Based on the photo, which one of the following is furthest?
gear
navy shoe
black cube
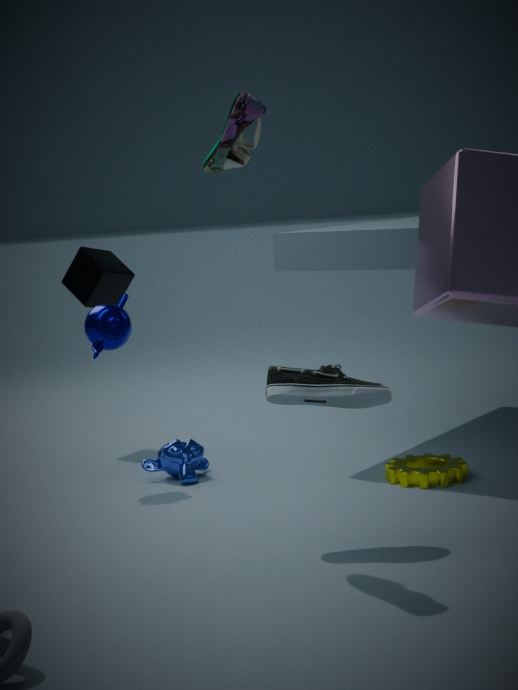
black cube
